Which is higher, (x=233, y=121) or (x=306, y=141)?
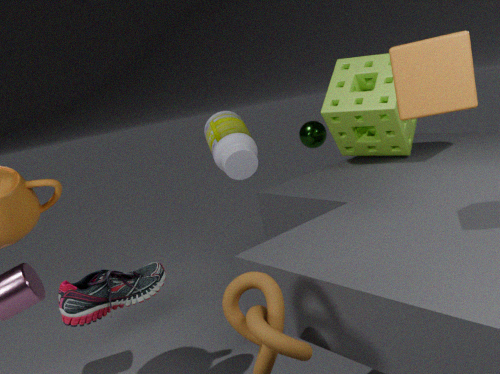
(x=233, y=121)
